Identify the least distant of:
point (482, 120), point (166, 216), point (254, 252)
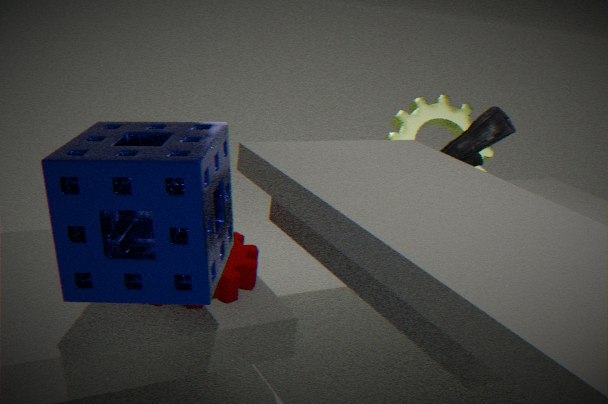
point (166, 216)
